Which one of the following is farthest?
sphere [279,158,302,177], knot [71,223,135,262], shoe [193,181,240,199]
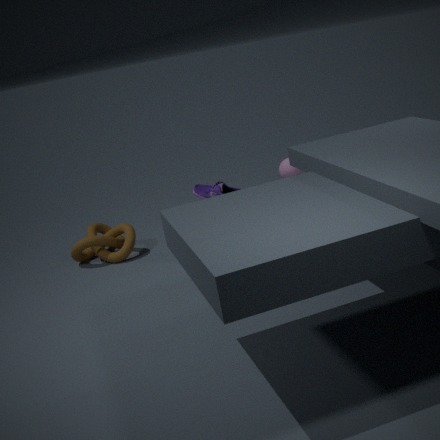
knot [71,223,135,262]
